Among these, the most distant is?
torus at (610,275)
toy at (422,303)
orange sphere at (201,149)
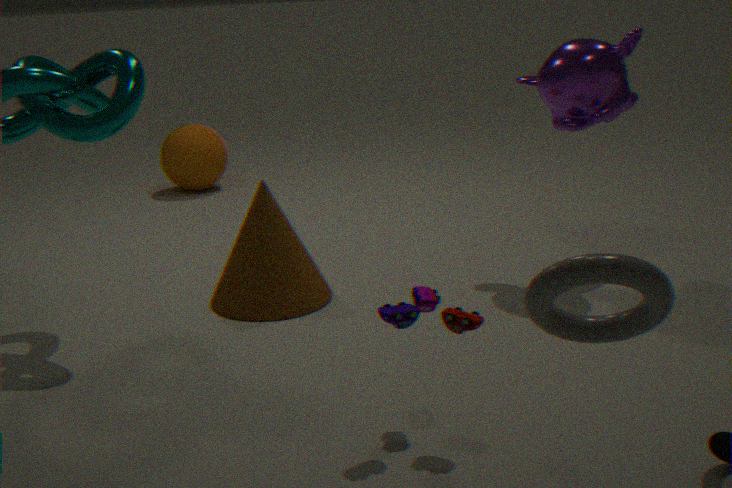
orange sphere at (201,149)
